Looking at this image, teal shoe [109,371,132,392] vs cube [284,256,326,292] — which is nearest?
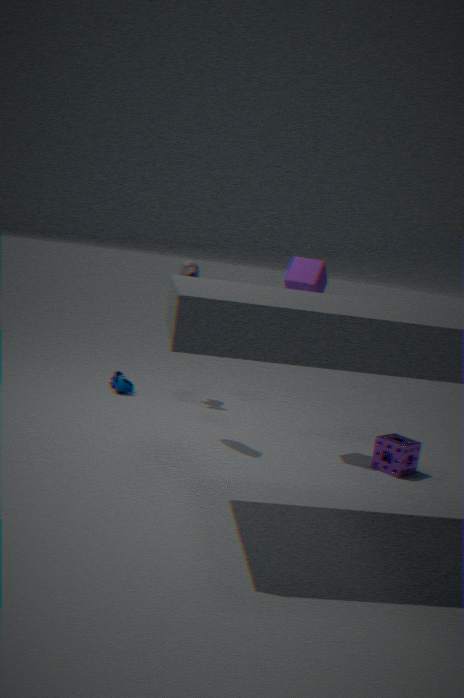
cube [284,256,326,292]
